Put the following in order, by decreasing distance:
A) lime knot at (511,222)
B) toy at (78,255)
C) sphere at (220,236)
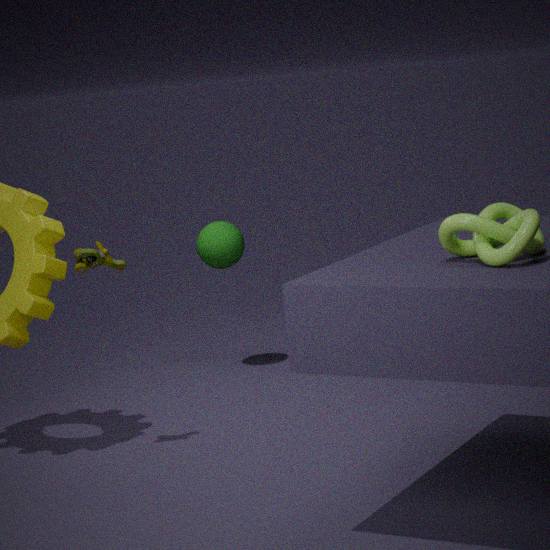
sphere at (220,236) → toy at (78,255) → lime knot at (511,222)
